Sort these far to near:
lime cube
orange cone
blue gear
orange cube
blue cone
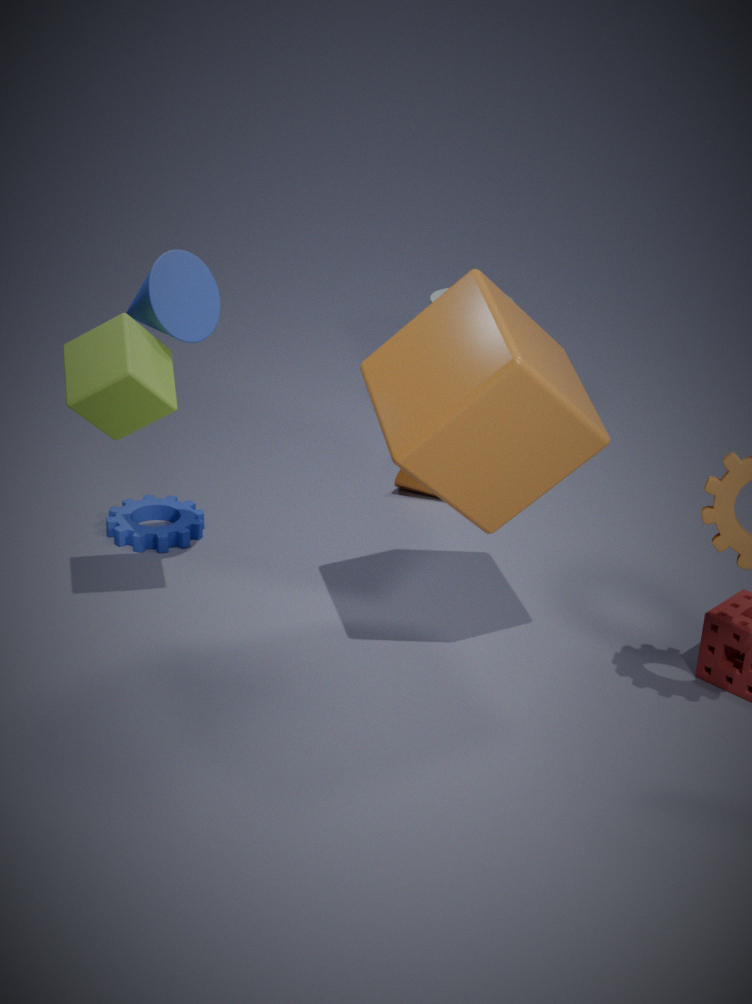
orange cone < blue gear < blue cone < lime cube < orange cube
